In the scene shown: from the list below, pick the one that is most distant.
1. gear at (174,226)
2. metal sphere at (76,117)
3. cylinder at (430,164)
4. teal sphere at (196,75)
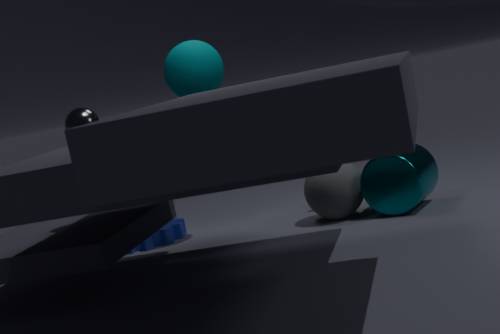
gear at (174,226)
